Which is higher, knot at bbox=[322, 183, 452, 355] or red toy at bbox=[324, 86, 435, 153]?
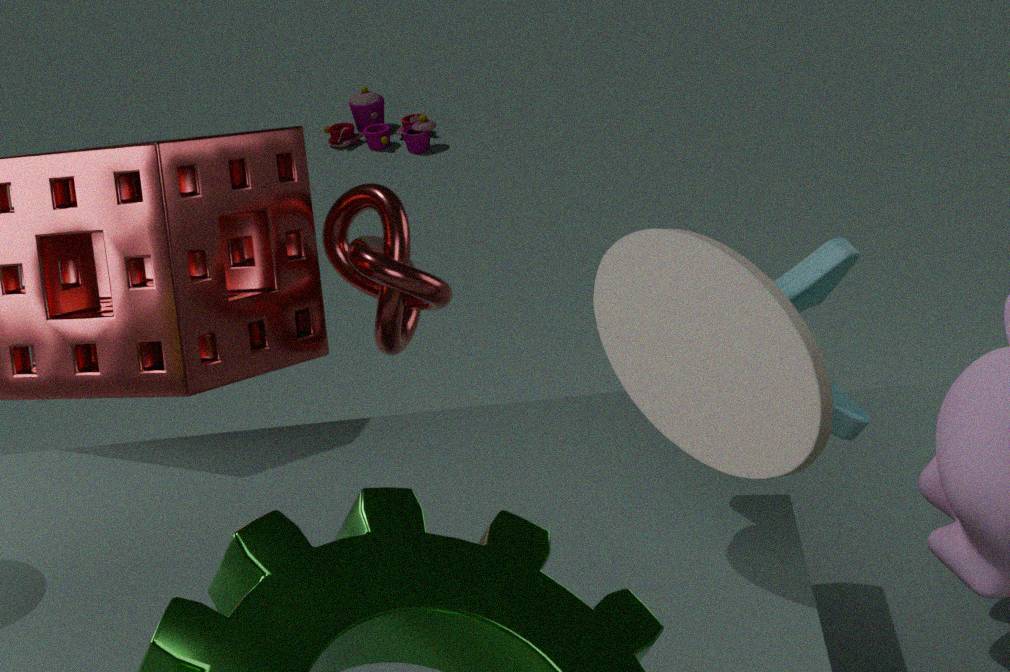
knot at bbox=[322, 183, 452, 355]
